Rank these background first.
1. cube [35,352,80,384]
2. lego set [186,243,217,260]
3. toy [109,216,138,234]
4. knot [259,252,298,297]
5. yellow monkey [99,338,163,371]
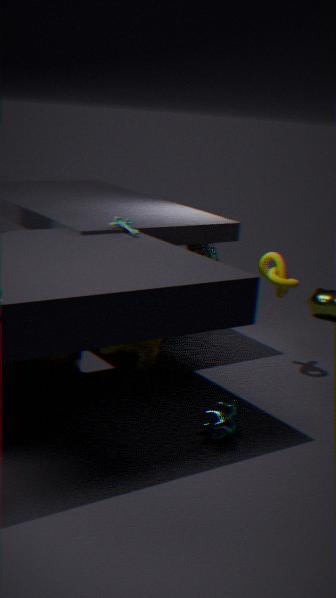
lego set [186,243,217,260] → yellow monkey [99,338,163,371] → knot [259,252,298,297] → cube [35,352,80,384] → toy [109,216,138,234]
